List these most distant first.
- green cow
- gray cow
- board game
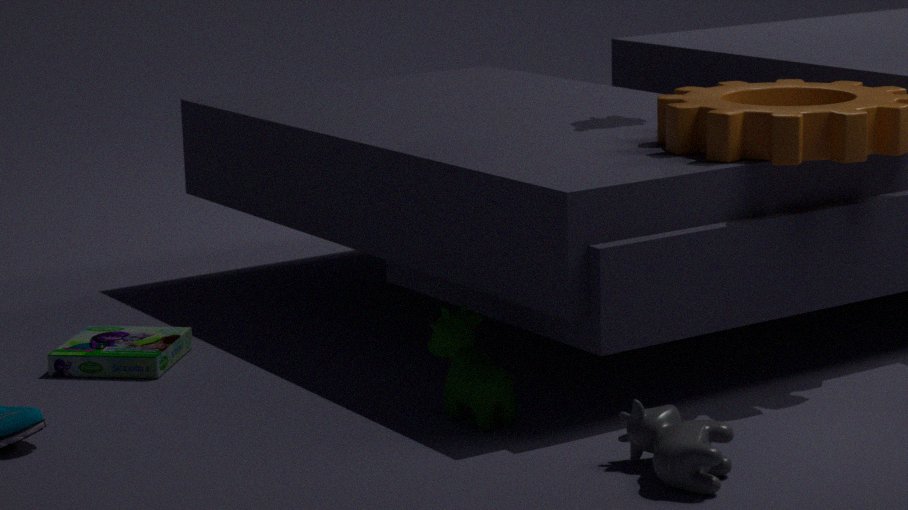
board game, green cow, gray cow
